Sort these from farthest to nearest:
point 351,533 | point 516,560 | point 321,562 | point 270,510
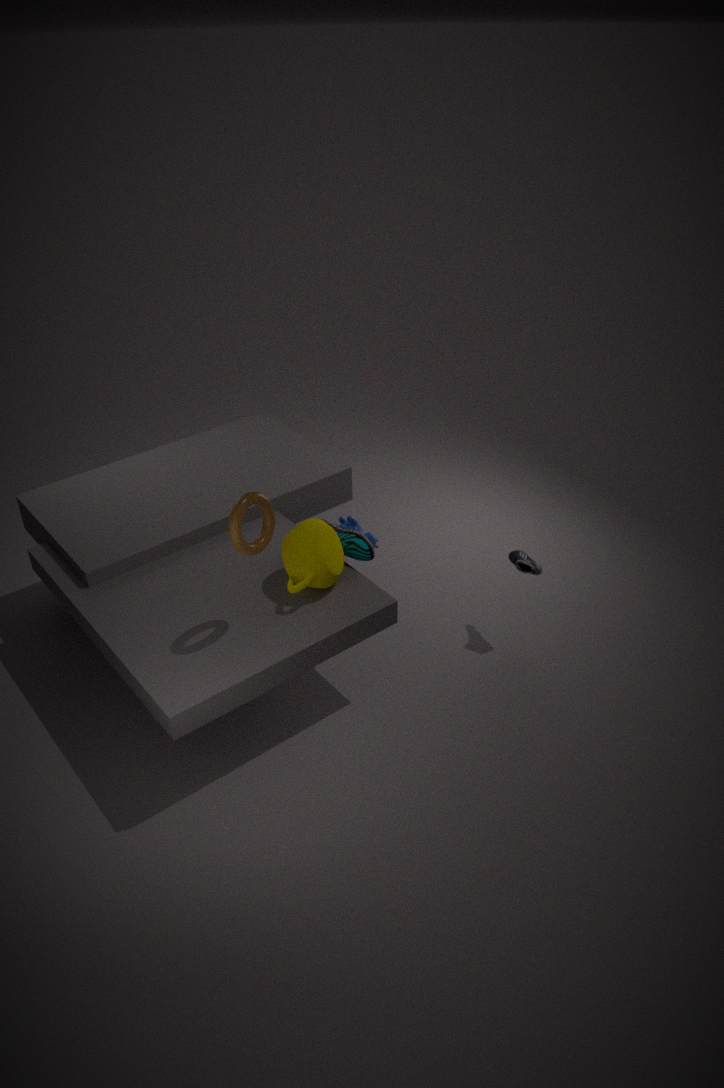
1. point 516,560
2. point 351,533
3. point 321,562
4. point 270,510
